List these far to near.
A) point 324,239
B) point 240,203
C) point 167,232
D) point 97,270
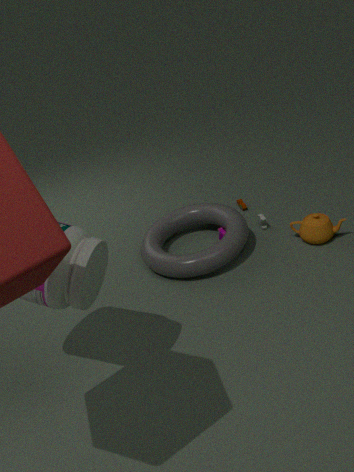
1. point 240,203
2. point 167,232
3. point 324,239
4. point 97,270
